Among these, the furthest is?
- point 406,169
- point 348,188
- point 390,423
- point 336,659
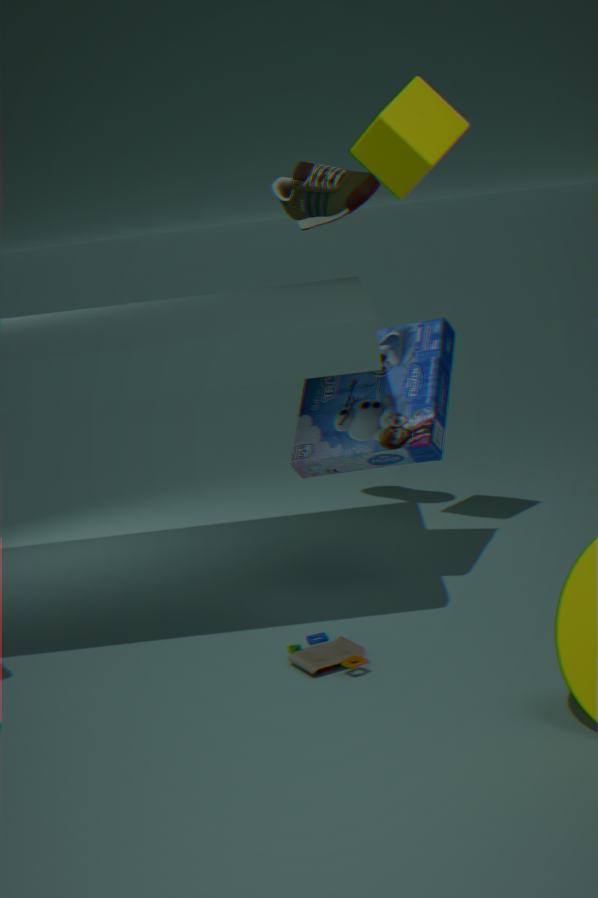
point 348,188
